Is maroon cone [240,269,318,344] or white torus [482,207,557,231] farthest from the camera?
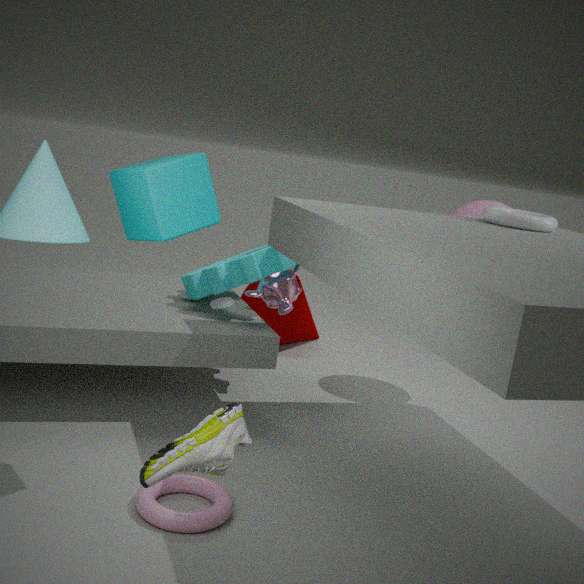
maroon cone [240,269,318,344]
